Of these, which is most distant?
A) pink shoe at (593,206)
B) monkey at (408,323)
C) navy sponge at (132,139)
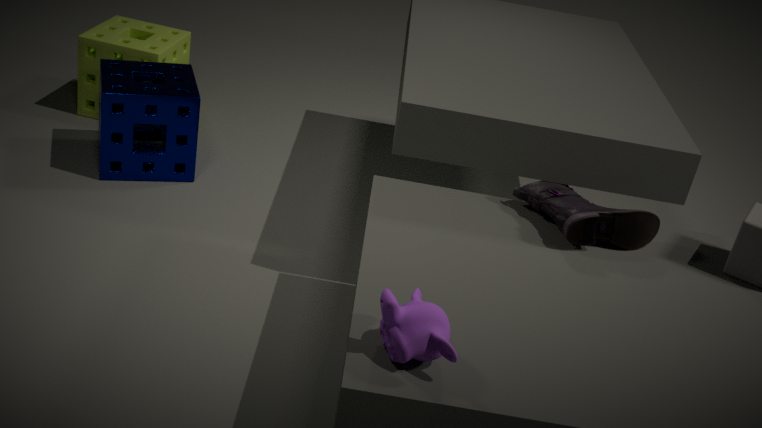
navy sponge at (132,139)
